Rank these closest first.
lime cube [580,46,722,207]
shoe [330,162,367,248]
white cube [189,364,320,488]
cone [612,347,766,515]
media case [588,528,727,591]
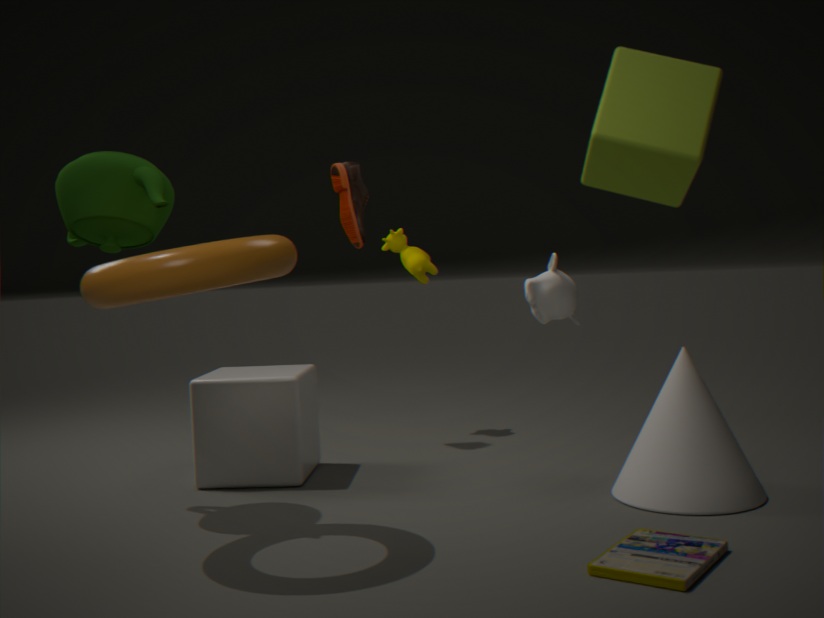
1. lime cube [580,46,722,207]
2. media case [588,528,727,591]
3. cone [612,347,766,515]
4. white cube [189,364,320,488]
5. shoe [330,162,367,248]
